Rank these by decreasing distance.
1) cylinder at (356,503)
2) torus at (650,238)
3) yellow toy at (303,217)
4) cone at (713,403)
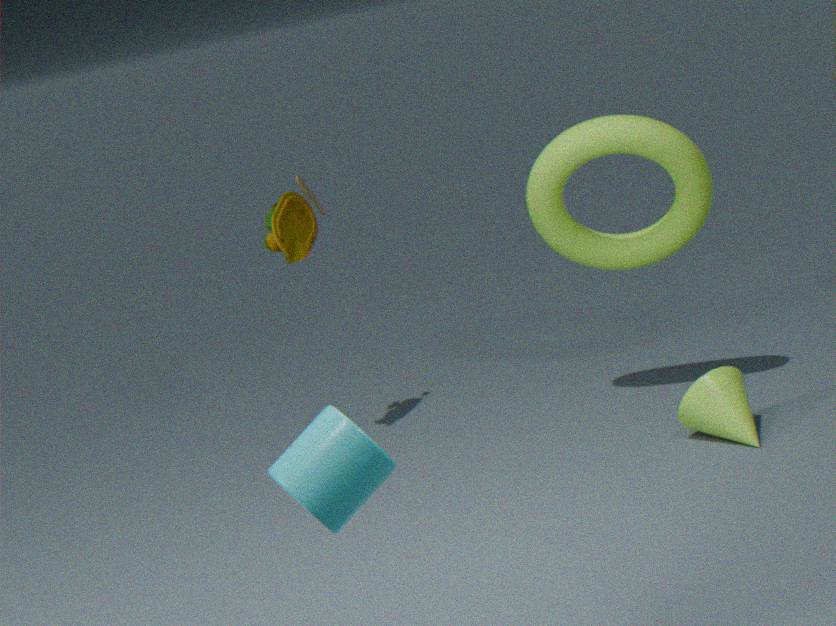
3. yellow toy at (303,217) < 2. torus at (650,238) < 4. cone at (713,403) < 1. cylinder at (356,503)
